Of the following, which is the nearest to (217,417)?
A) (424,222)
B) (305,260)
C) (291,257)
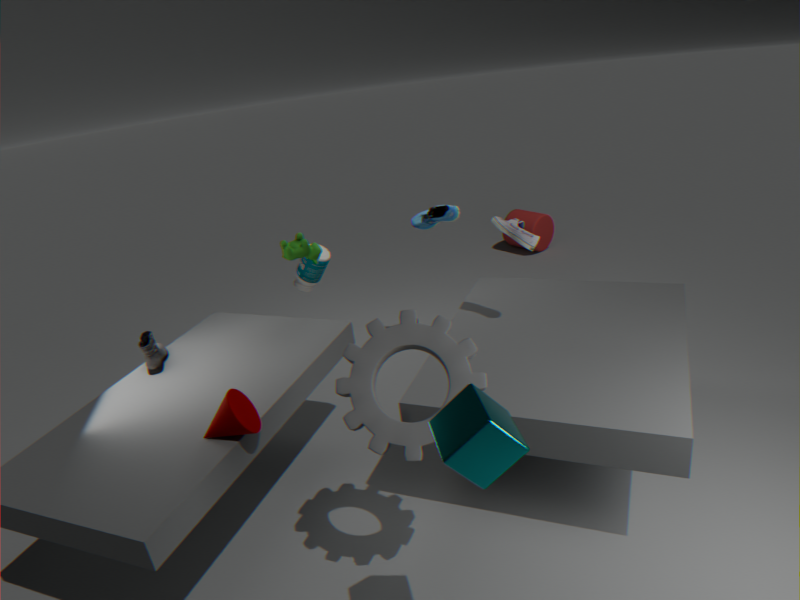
(291,257)
